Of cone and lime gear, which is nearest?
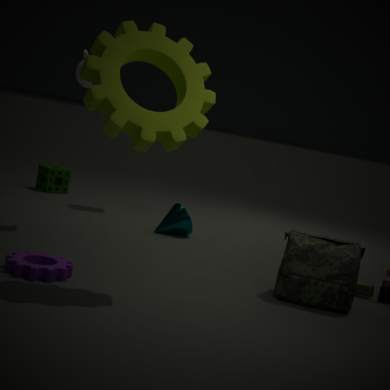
lime gear
